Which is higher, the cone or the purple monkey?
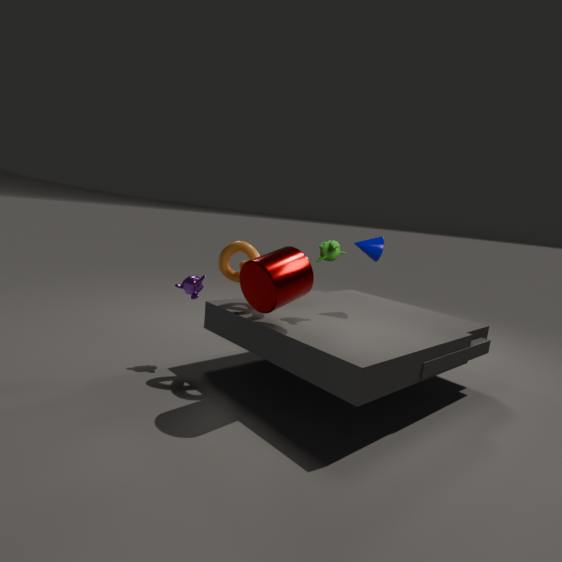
the cone
